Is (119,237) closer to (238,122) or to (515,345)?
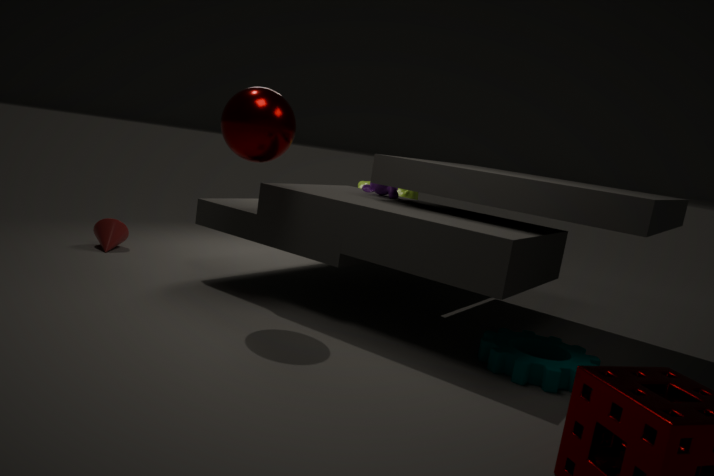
(238,122)
